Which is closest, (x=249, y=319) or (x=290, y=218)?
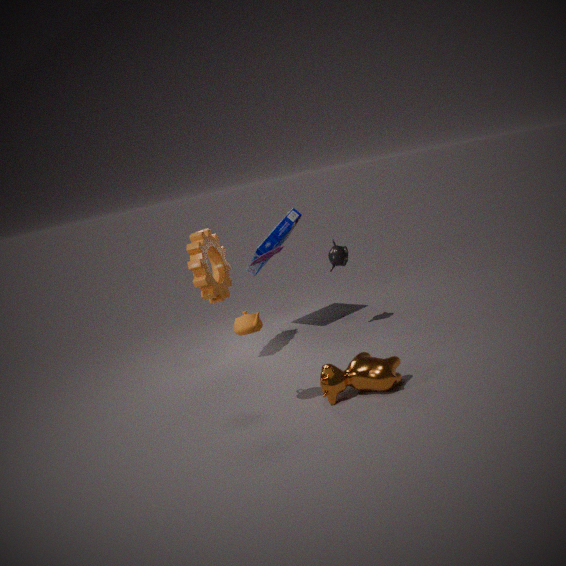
(x=249, y=319)
